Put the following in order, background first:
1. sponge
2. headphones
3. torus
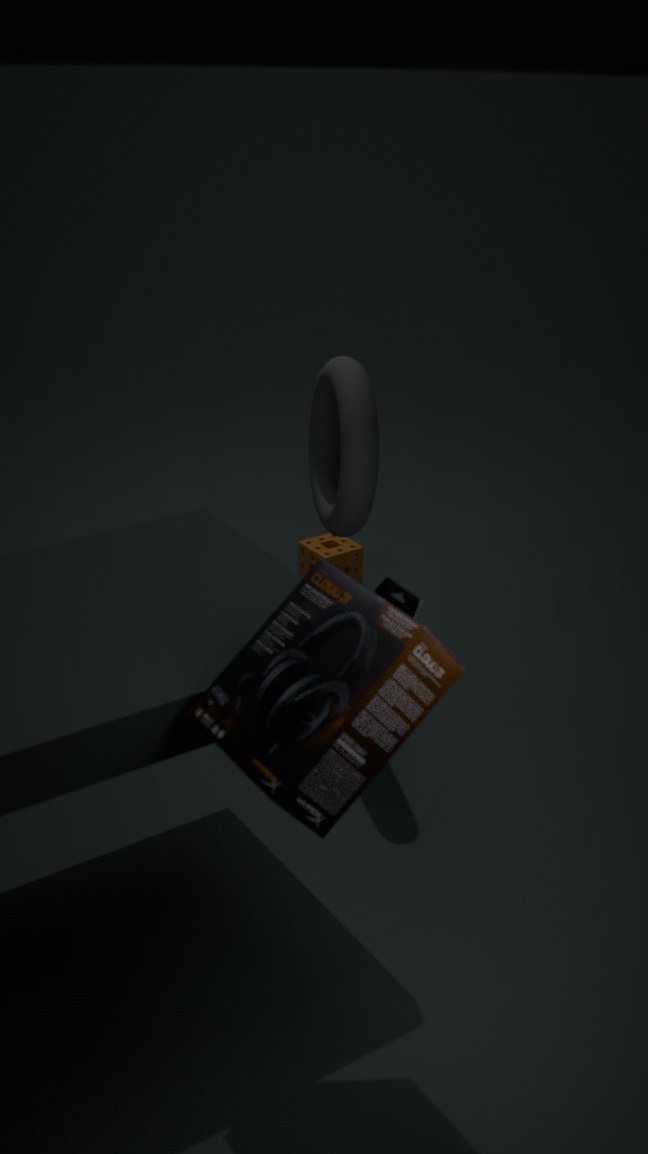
sponge → torus → headphones
